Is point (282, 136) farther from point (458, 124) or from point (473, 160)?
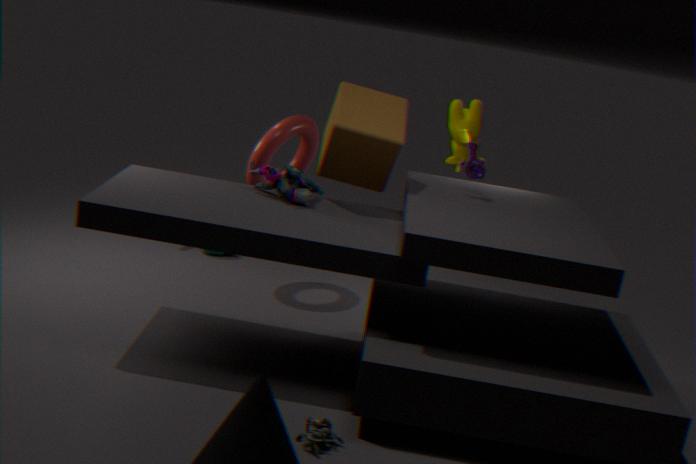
point (473, 160)
